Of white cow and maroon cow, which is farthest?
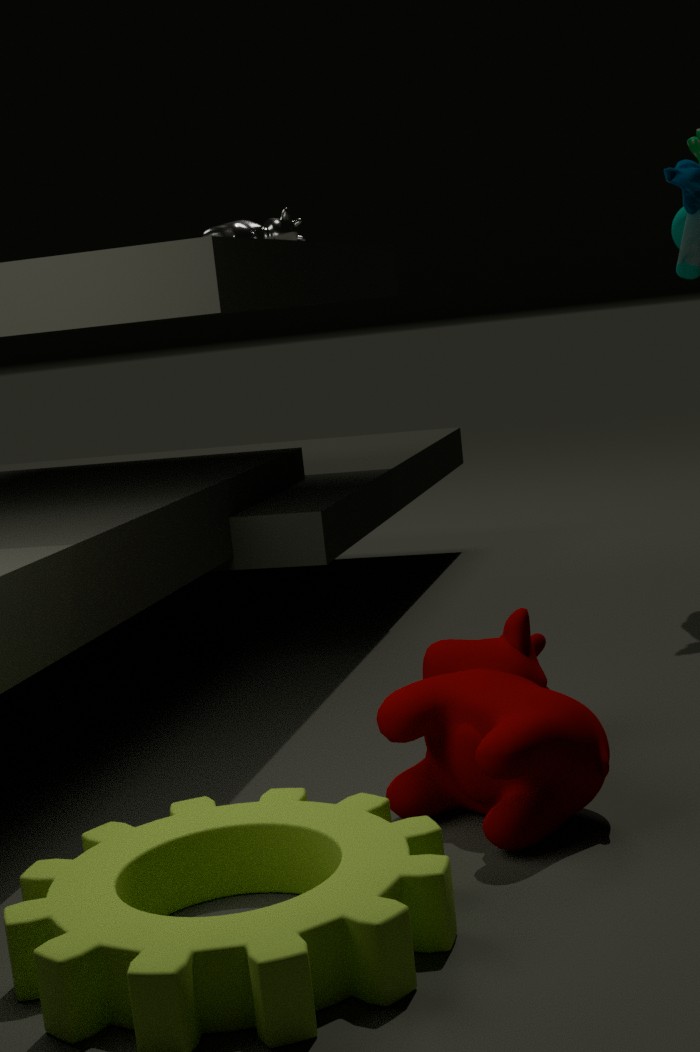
white cow
